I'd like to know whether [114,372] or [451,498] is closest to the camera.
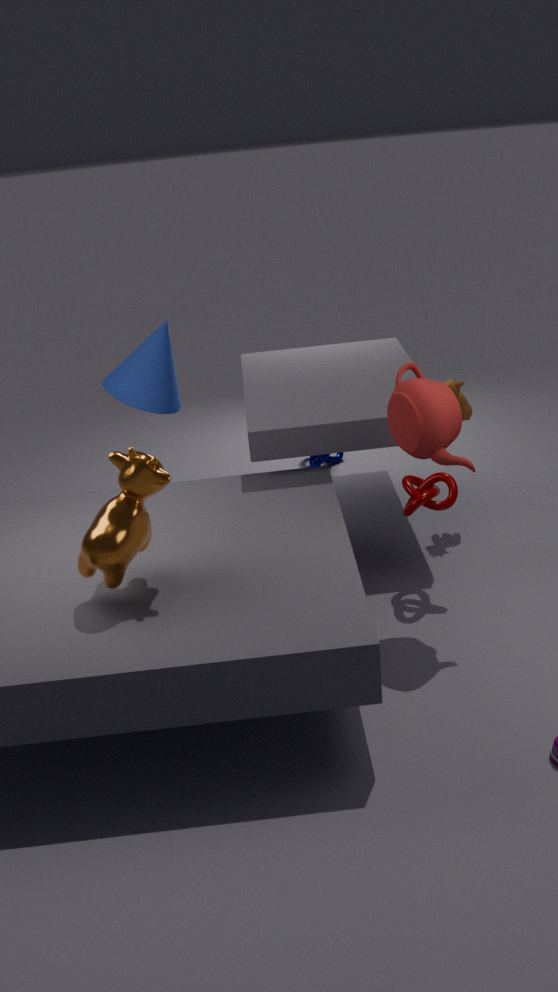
[451,498]
